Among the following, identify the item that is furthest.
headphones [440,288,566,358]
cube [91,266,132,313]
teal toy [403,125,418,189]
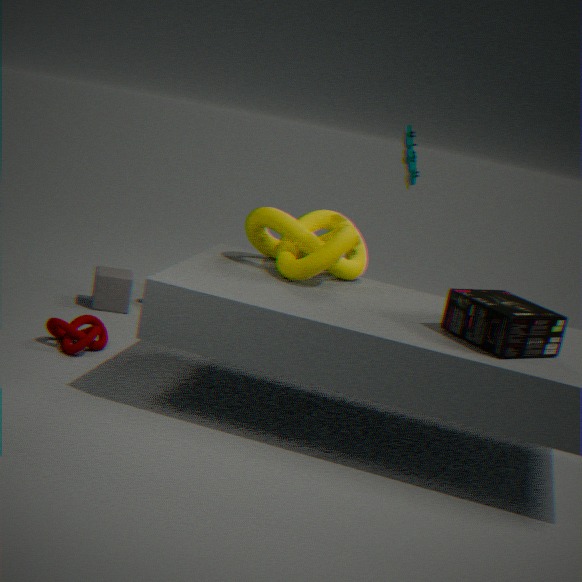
cube [91,266,132,313]
